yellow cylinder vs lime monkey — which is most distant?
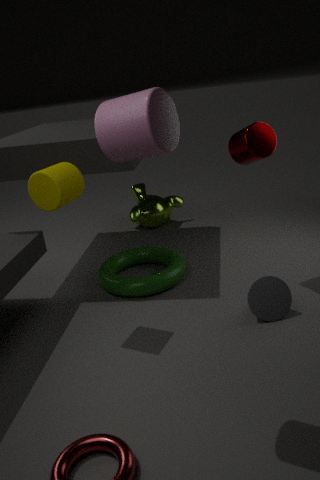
lime monkey
